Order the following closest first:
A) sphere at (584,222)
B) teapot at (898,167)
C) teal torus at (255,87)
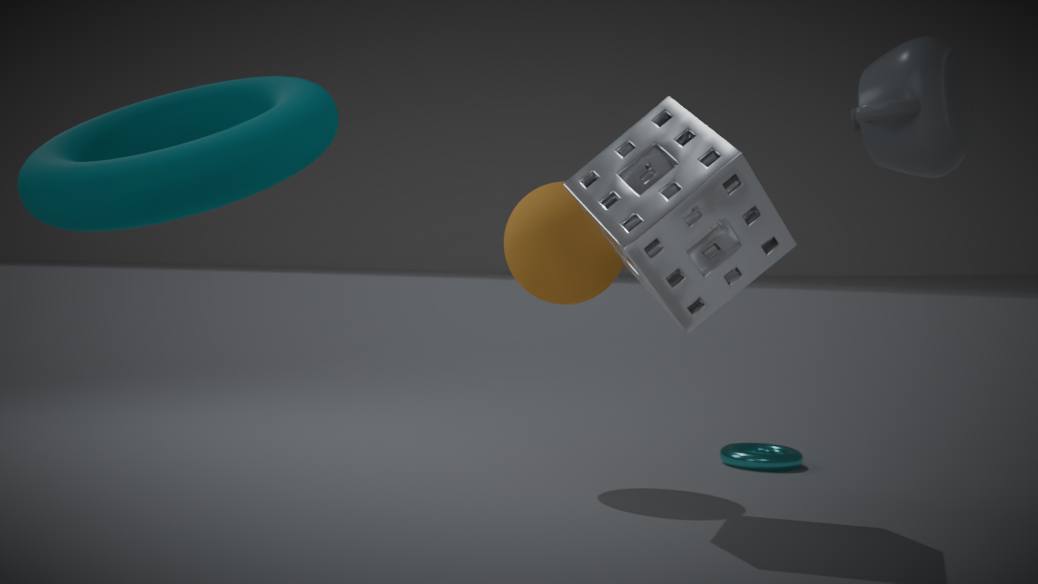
teal torus at (255,87) < teapot at (898,167) < sphere at (584,222)
